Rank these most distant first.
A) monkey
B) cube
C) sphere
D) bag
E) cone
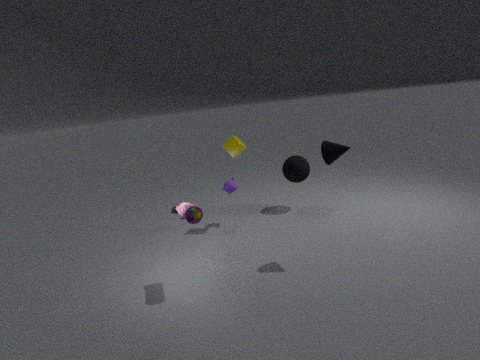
sphere < monkey < cube < cone < bag
